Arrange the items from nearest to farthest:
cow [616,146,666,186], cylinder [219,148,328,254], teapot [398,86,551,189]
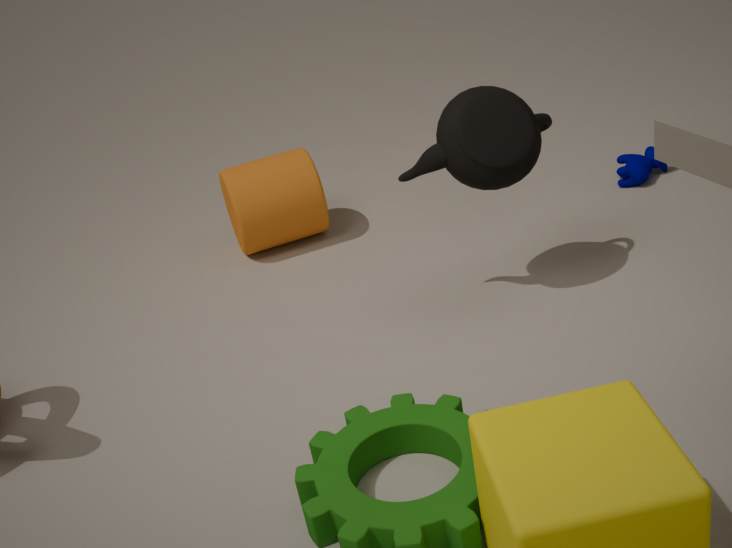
teapot [398,86,551,189] → cylinder [219,148,328,254] → cow [616,146,666,186]
